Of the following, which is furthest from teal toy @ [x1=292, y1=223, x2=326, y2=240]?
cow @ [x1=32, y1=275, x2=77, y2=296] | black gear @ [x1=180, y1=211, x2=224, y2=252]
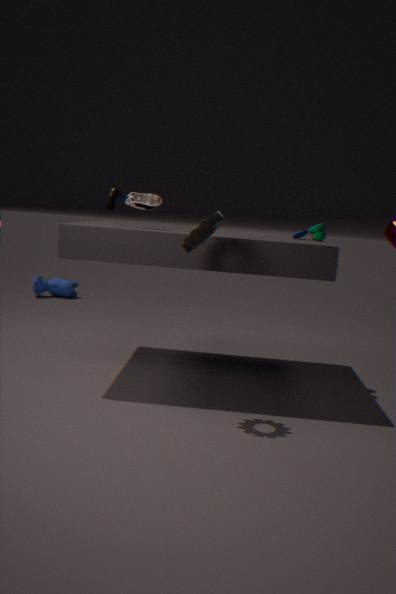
cow @ [x1=32, y1=275, x2=77, y2=296]
